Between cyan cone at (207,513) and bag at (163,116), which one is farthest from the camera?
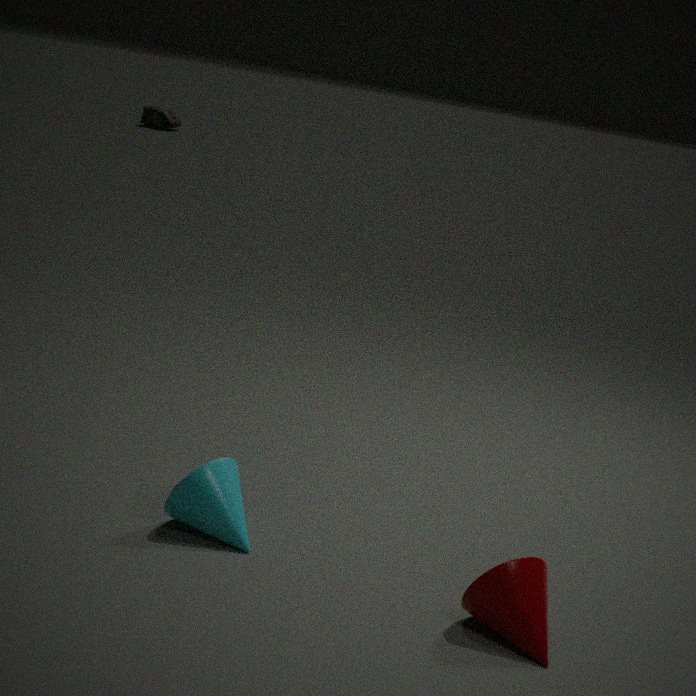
bag at (163,116)
